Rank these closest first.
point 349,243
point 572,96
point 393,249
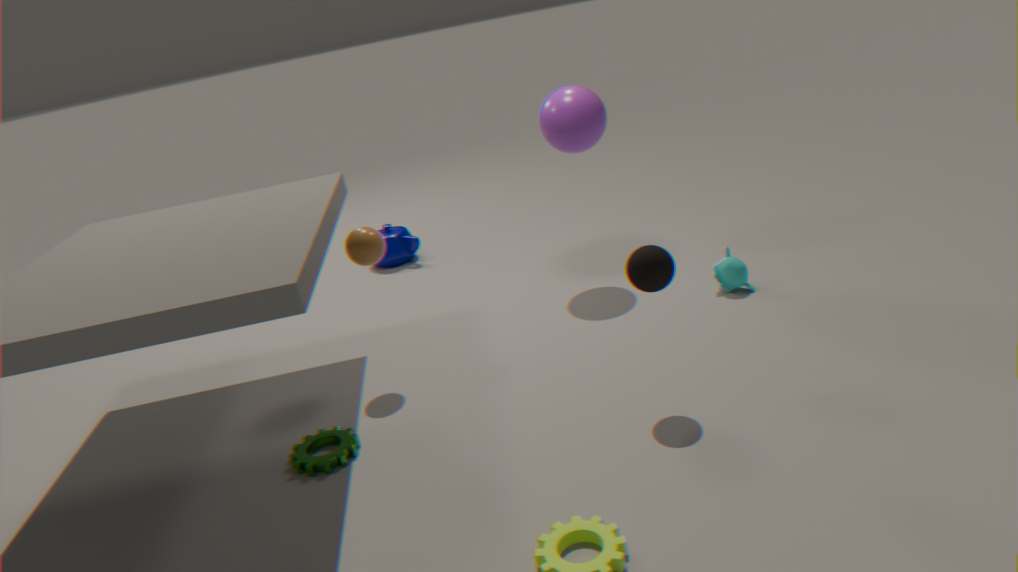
1. point 349,243
2. point 572,96
3. point 393,249
